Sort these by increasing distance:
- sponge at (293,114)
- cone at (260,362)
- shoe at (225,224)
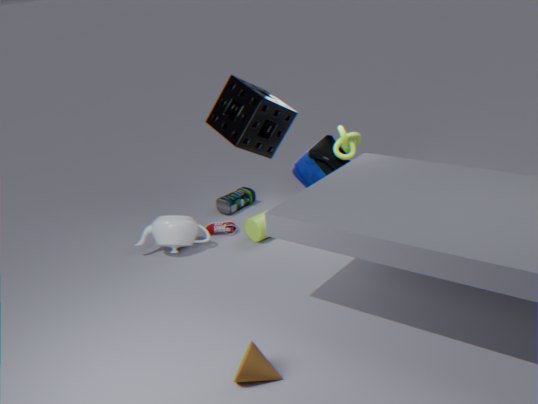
cone at (260,362) → sponge at (293,114) → shoe at (225,224)
